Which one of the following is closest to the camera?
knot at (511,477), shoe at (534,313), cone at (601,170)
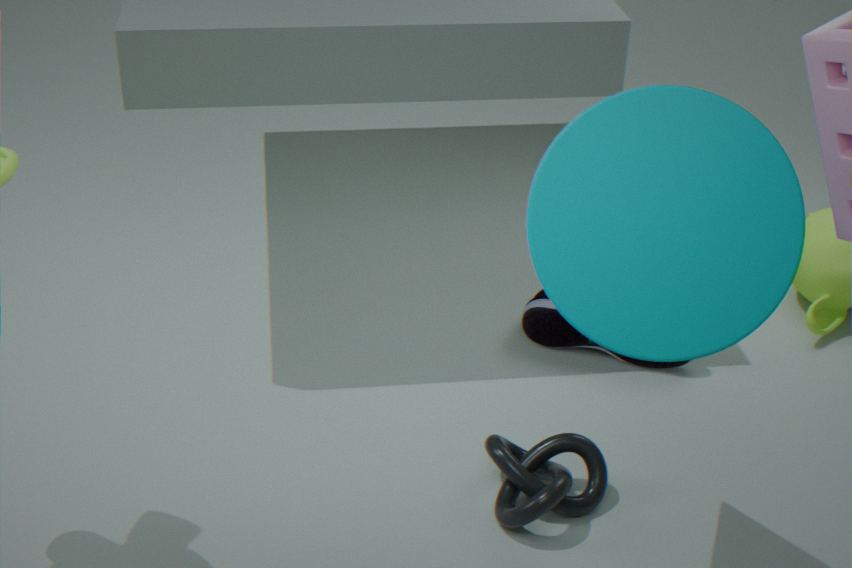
cone at (601,170)
